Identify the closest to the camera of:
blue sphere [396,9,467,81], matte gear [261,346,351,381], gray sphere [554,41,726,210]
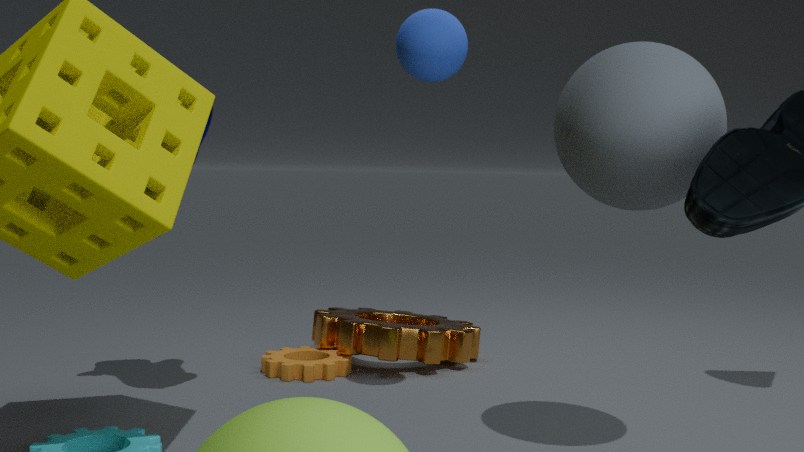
gray sphere [554,41,726,210]
